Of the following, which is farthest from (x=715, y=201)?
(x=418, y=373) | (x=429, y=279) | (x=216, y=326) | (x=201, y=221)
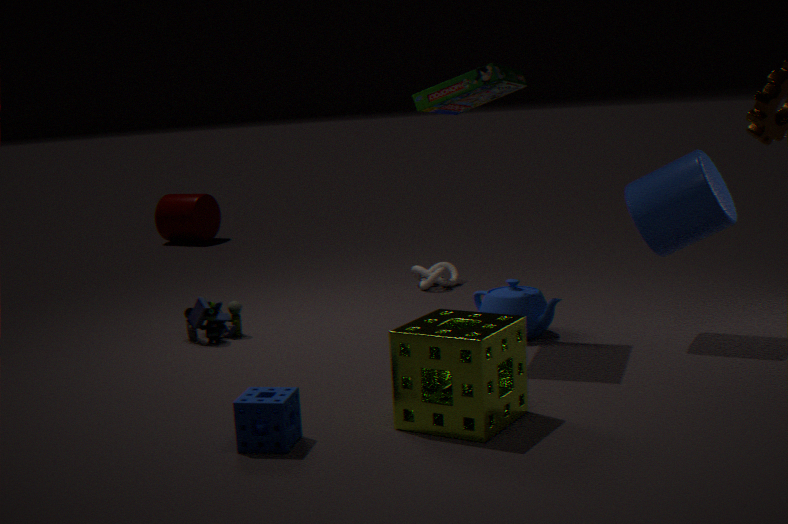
(x=201, y=221)
